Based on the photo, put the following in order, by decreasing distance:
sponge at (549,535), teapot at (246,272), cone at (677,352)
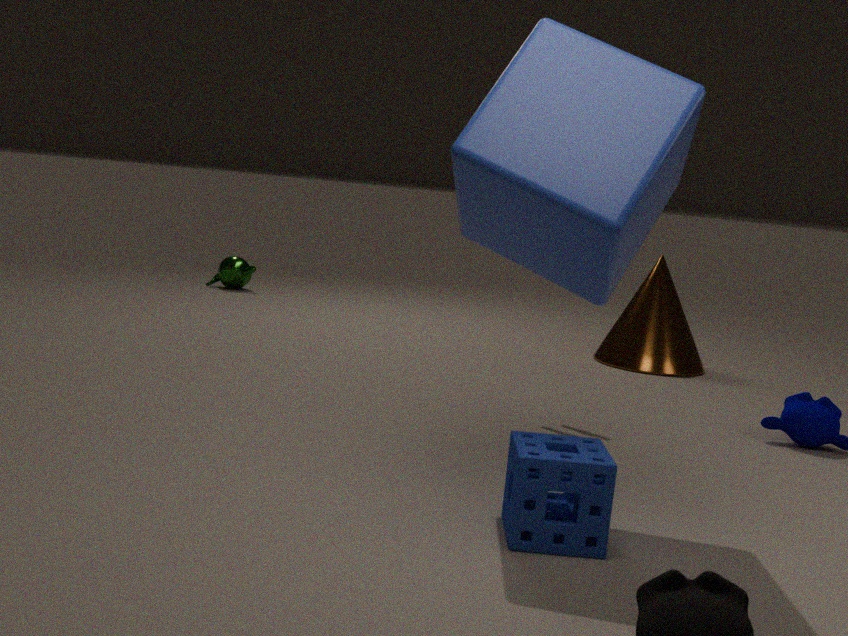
1. teapot at (246,272)
2. cone at (677,352)
3. sponge at (549,535)
